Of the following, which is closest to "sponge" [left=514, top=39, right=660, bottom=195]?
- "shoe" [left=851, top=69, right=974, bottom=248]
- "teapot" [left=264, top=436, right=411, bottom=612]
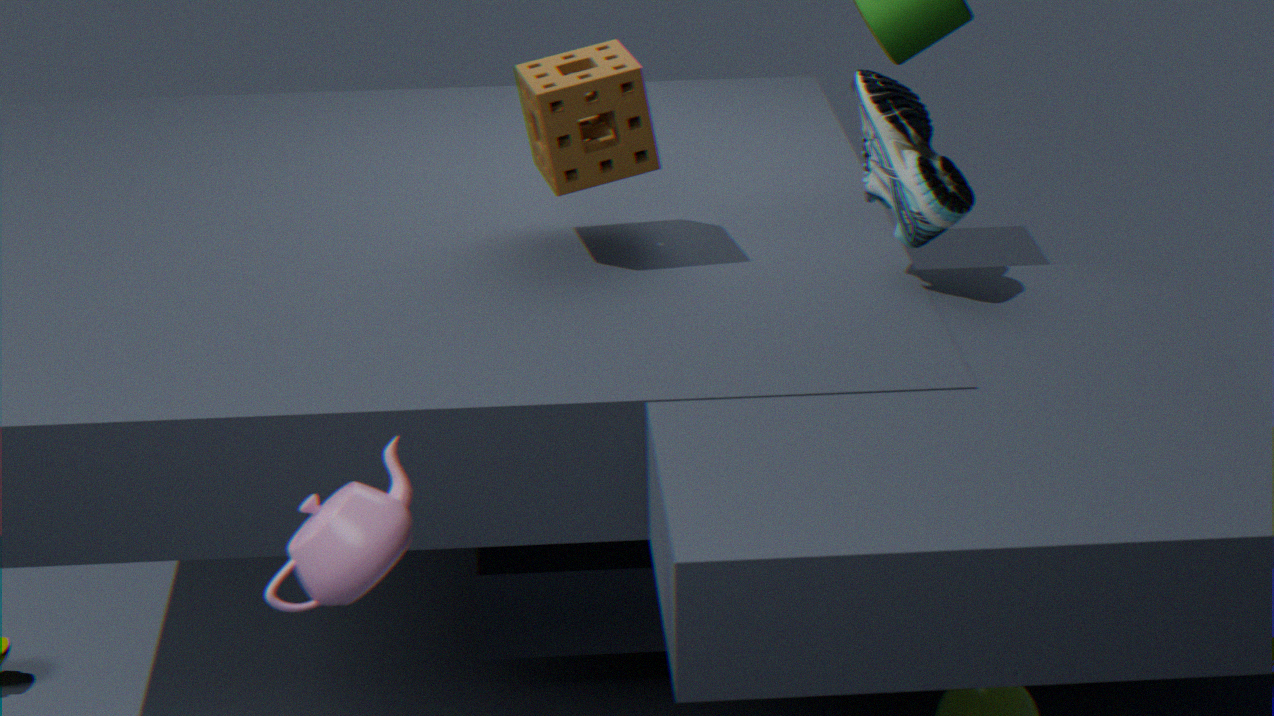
"shoe" [left=851, top=69, right=974, bottom=248]
